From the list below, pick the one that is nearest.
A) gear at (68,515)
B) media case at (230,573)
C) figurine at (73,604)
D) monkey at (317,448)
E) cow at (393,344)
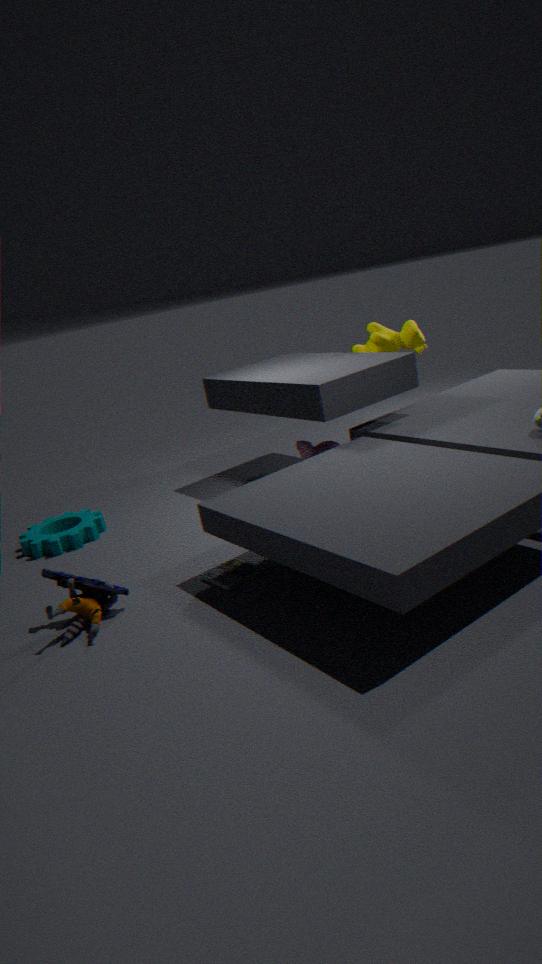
figurine at (73,604)
